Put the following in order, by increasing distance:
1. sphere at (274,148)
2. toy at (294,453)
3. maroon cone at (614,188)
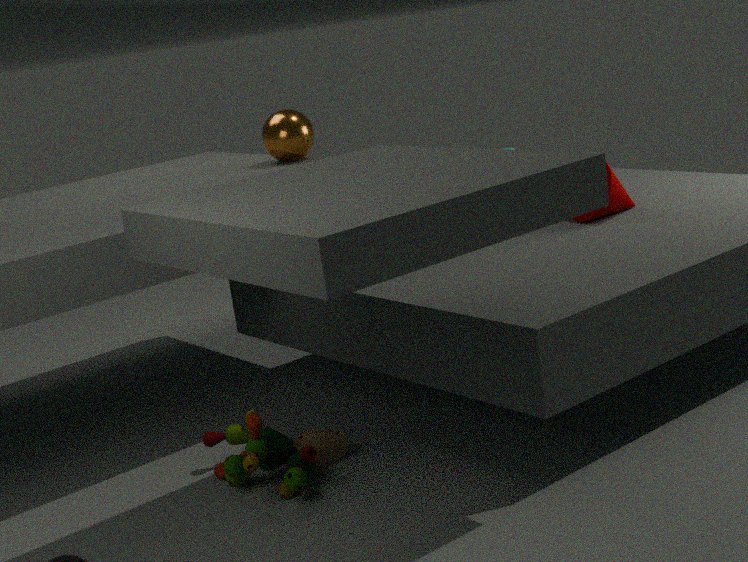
toy at (294,453) → maroon cone at (614,188) → sphere at (274,148)
